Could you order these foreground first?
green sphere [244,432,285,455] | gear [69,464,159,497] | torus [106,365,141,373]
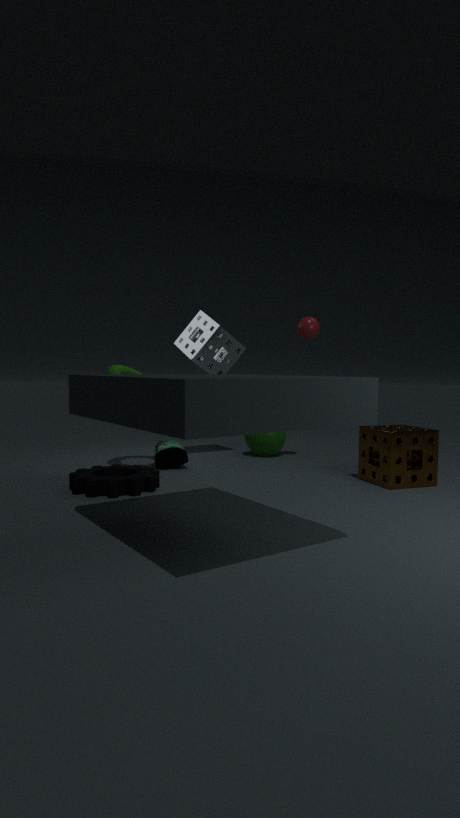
gear [69,464,159,497] → torus [106,365,141,373] → green sphere [244,432,285,455]
